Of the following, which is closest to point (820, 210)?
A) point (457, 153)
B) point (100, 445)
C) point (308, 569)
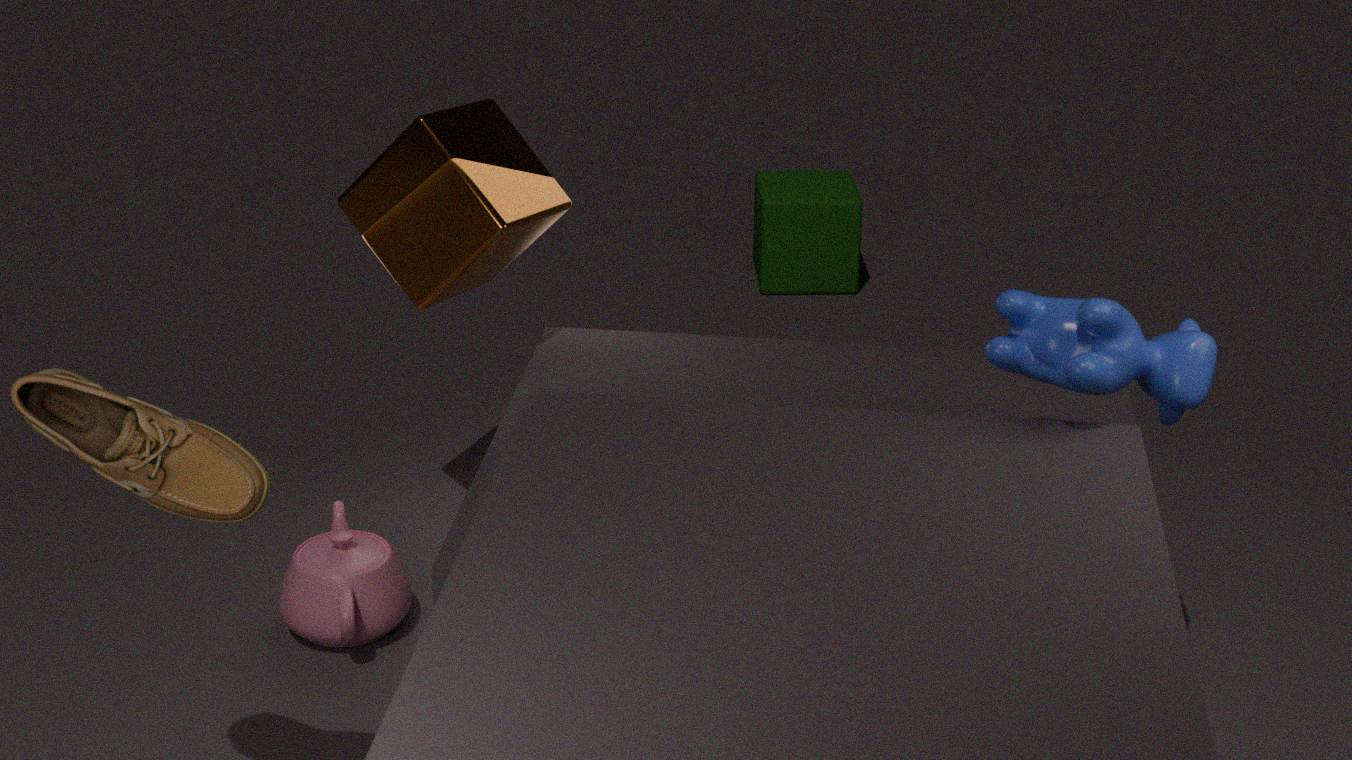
point (457, 153)
